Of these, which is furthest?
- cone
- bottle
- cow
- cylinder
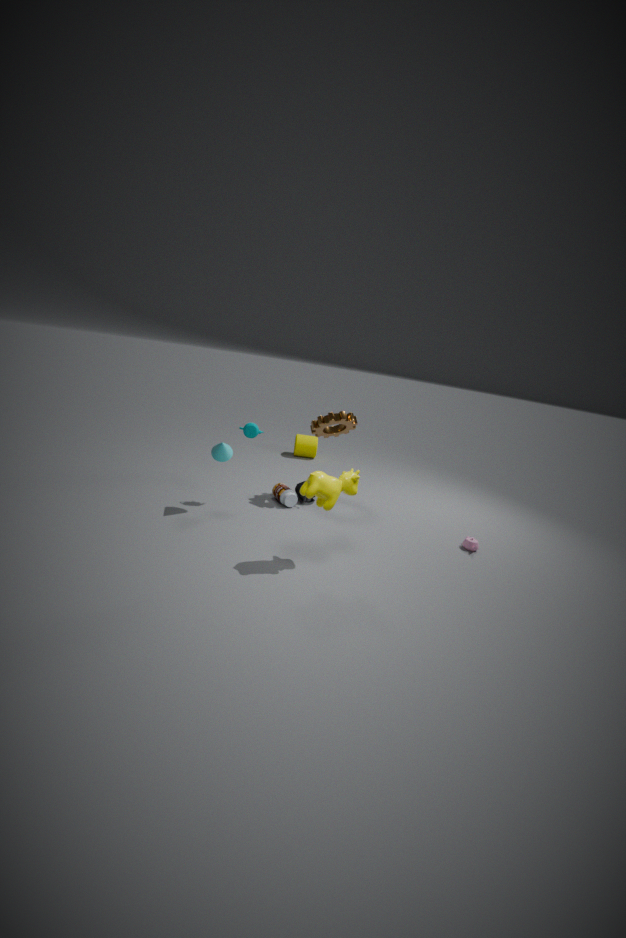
cylinder
